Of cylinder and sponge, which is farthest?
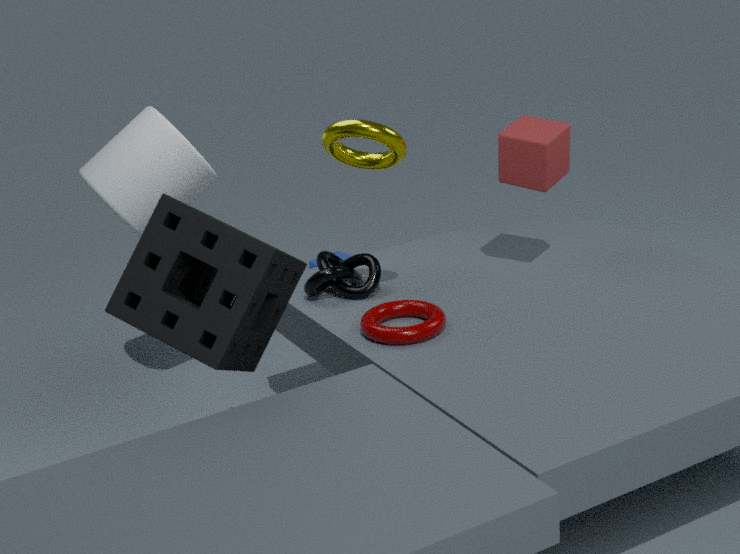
cylinder
